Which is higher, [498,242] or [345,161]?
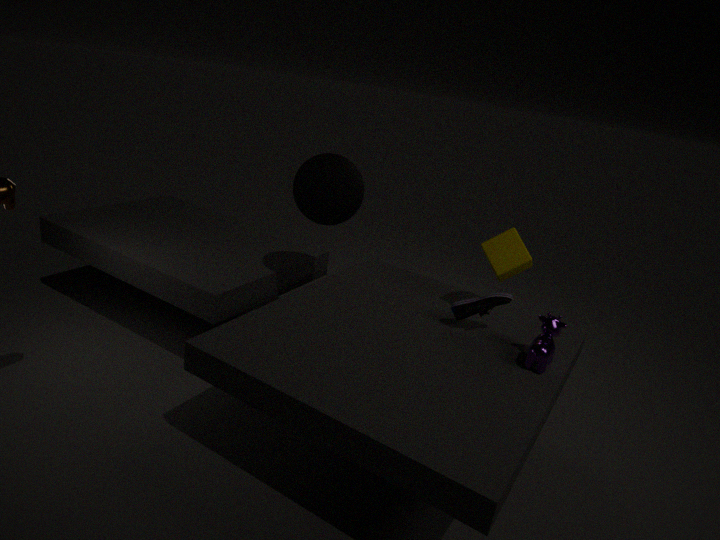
[345,161]
